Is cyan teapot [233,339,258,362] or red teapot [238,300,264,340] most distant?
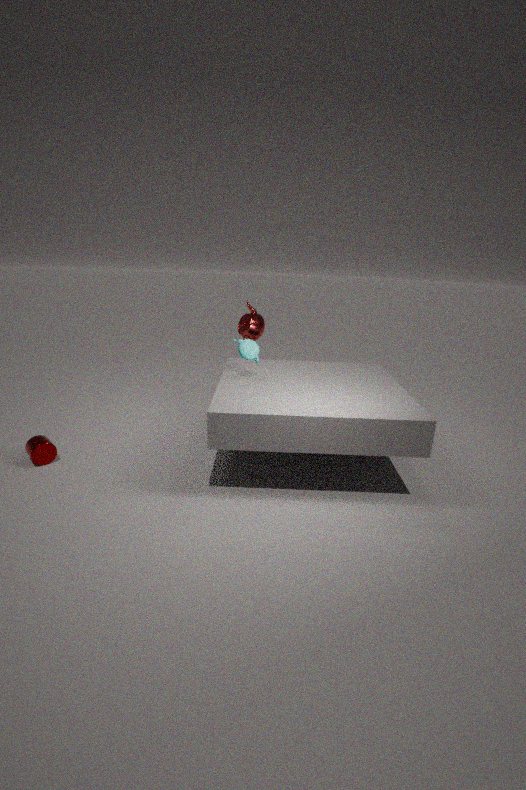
red teapot [238,300,264,340]
